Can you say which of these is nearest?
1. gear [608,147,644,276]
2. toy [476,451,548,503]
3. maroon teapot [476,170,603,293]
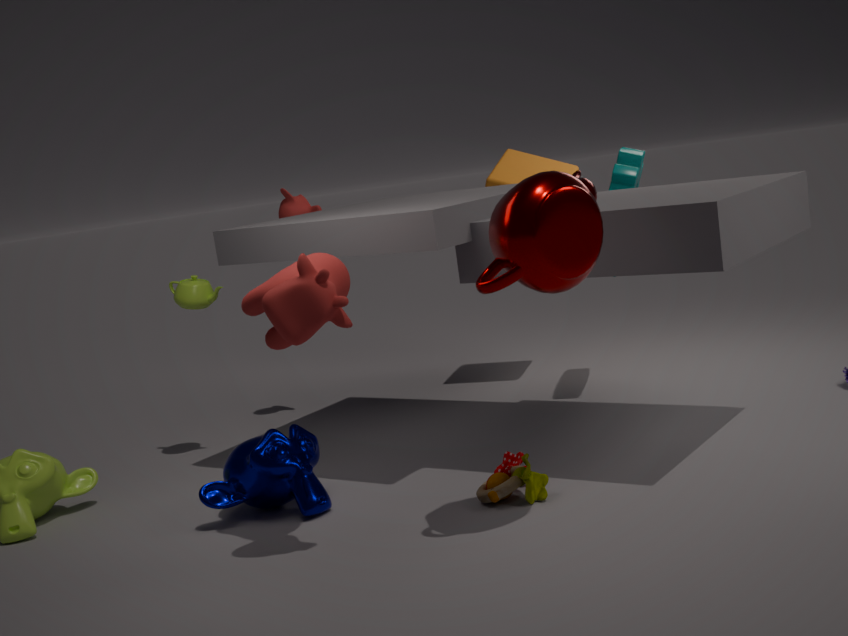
maroon teapot [476,170,603,293]
